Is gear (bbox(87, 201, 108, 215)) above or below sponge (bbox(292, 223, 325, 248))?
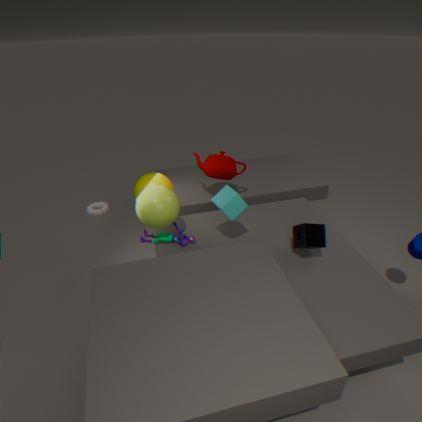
below
